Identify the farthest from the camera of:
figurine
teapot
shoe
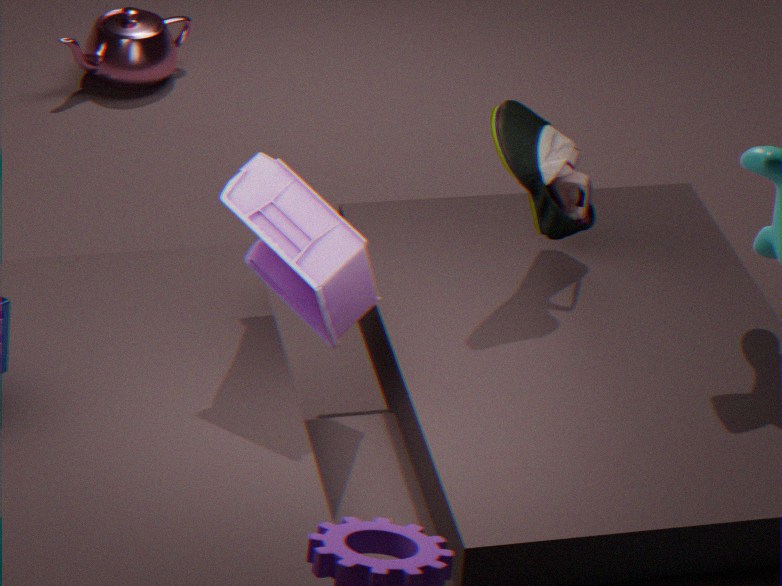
teapot
